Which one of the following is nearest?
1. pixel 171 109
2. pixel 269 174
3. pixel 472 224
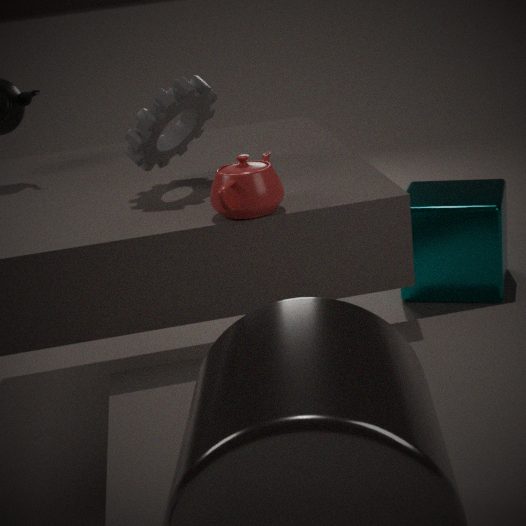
pixel 269 174
